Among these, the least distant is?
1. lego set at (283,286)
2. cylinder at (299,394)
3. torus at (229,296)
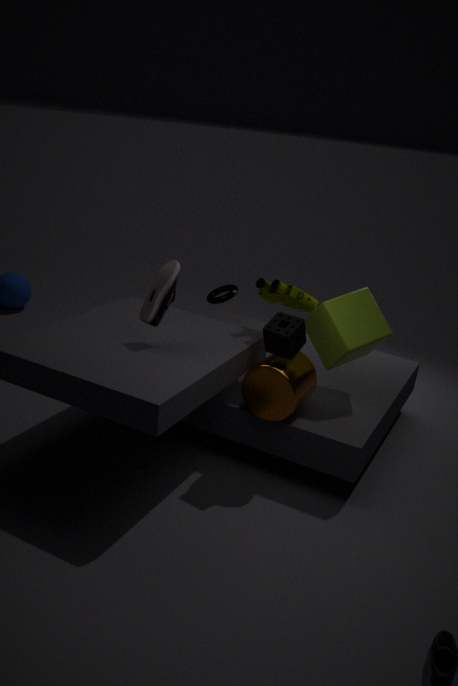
cylinder at (299,394)
